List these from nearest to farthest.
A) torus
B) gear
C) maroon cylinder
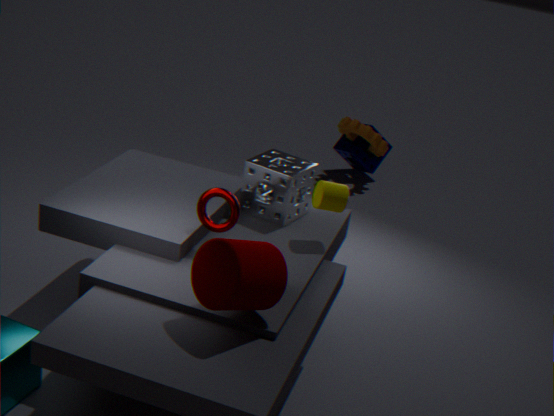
1. maroon cylinder
2. torus
3. gear
